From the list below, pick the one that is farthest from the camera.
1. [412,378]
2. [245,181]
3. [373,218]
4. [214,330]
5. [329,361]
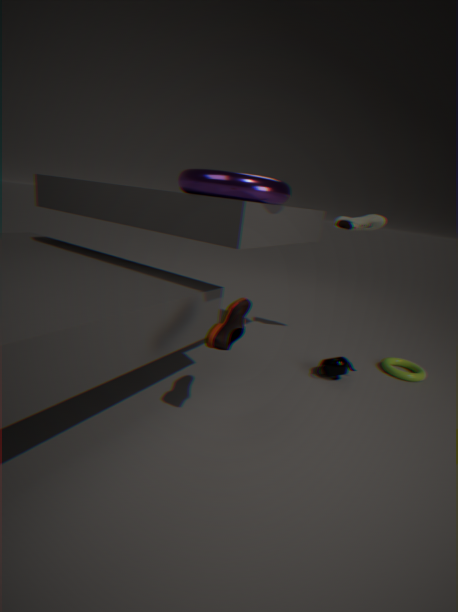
[412,378]
